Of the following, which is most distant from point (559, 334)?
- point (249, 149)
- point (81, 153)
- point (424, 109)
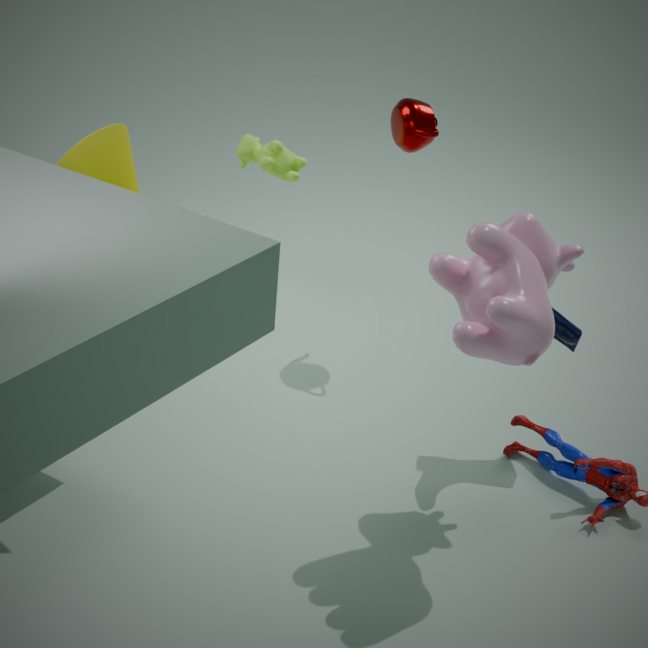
point (81, 153)
